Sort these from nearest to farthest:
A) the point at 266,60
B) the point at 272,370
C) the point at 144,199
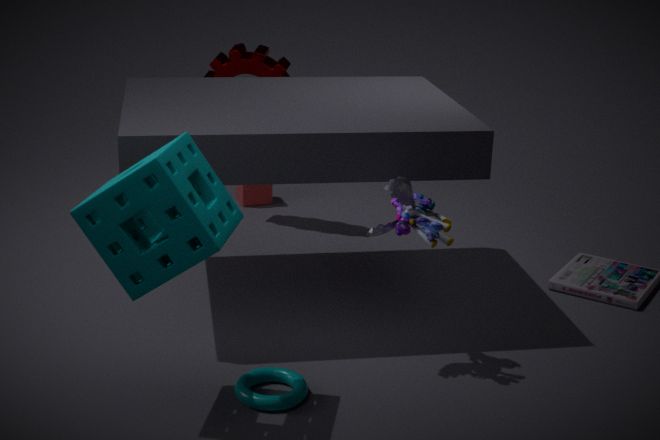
the point at 144,199 → the point at 272,370 → the point at 266,60
